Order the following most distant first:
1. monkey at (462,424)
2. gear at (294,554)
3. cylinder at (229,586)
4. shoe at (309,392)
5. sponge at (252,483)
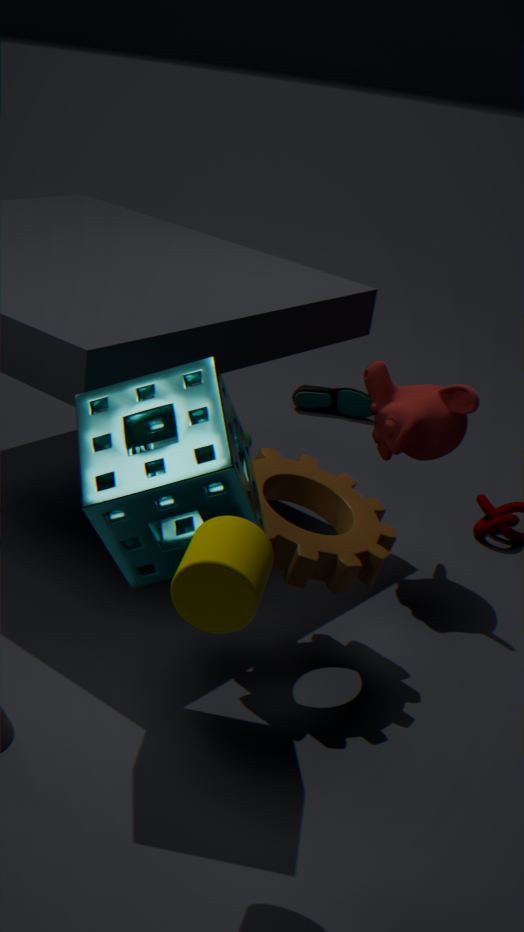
shoe at (309,392) → monkey at (462,424) → gear at (294,554) → sponge at (252,483) → cylinder at (229,586)
